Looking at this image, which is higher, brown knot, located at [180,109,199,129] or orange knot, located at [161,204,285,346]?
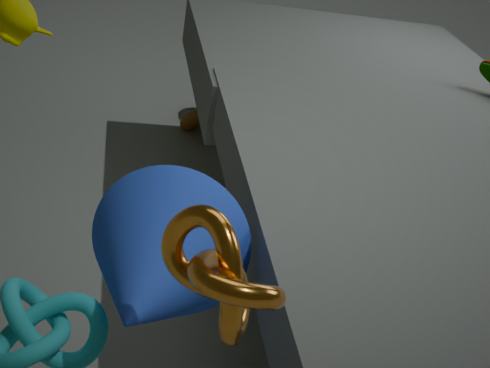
orange knot, located at [161,204,285,346]
